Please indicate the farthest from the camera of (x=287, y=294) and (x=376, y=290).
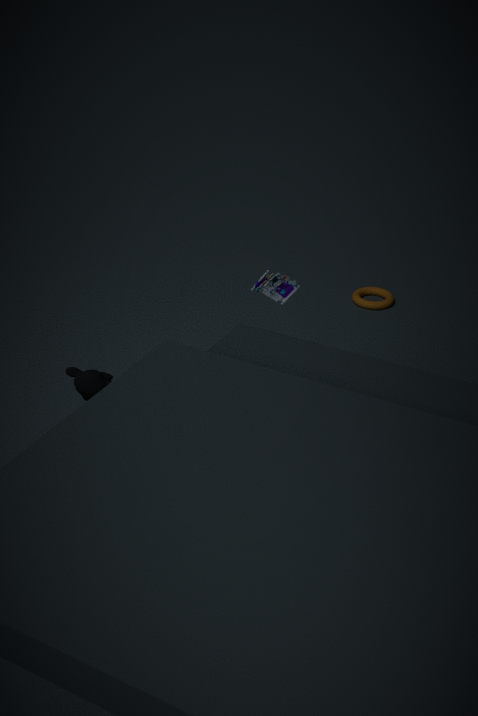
(x=376, y=290)
